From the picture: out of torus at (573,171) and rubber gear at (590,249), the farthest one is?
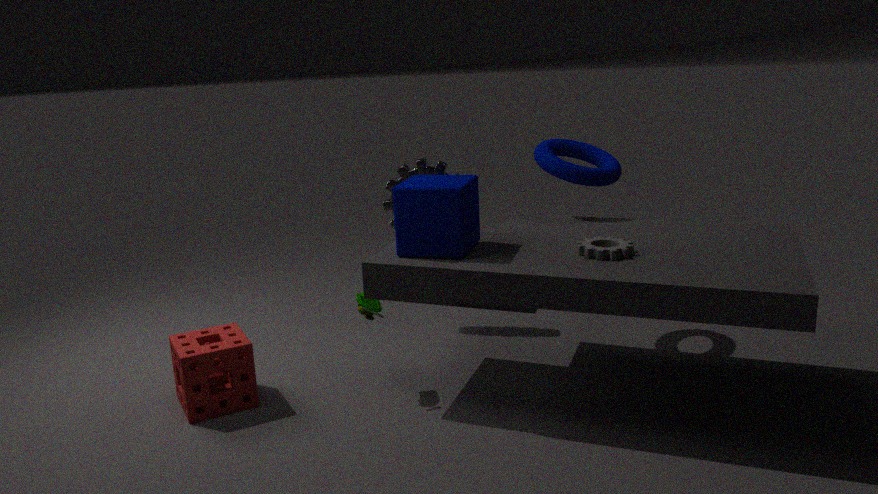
torus at (573,171)
